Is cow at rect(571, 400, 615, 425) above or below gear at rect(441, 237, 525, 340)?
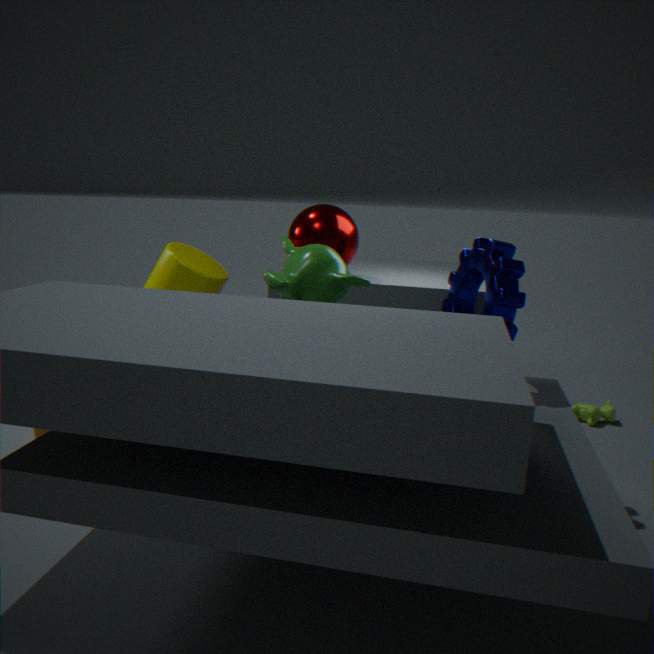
below
